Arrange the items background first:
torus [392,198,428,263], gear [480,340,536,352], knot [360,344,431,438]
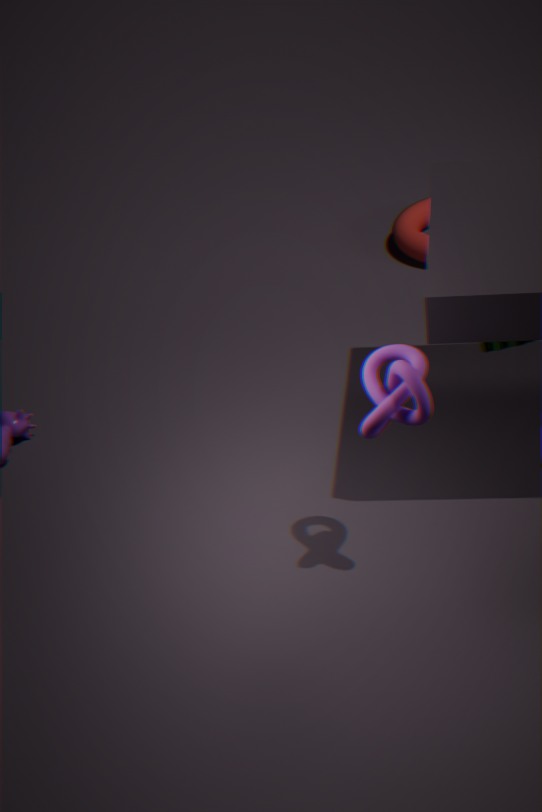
torus [392,198,428,263] → gear [480,340,536,352] → knot [360,344,431,438]
